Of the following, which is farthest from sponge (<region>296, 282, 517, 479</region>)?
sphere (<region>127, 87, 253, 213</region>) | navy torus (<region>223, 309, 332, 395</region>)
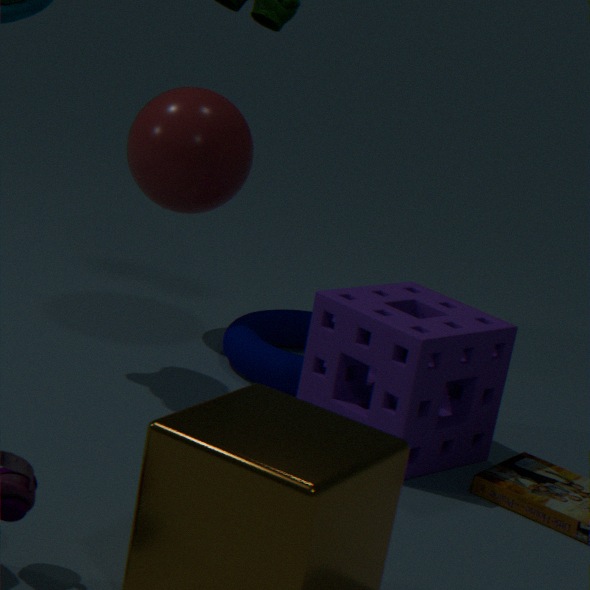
sphere (<region>127, 87, 253, 213</region>)
